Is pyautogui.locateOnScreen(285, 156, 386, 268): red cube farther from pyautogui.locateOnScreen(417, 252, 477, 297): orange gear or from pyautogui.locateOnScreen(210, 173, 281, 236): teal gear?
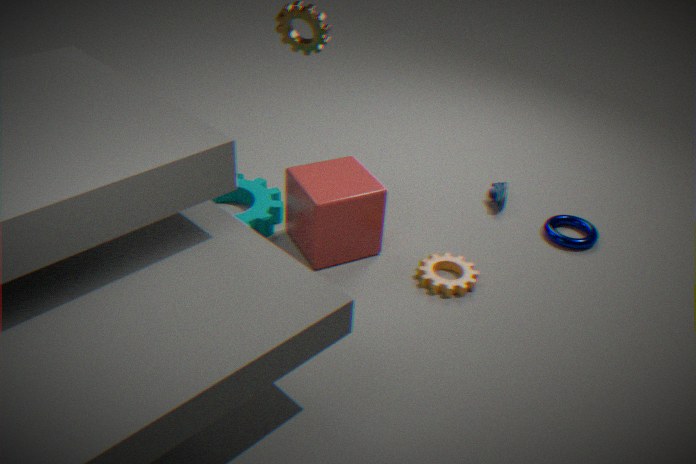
pyautogui.locateOnScreen(417, 252, 477, 297): orange gear
